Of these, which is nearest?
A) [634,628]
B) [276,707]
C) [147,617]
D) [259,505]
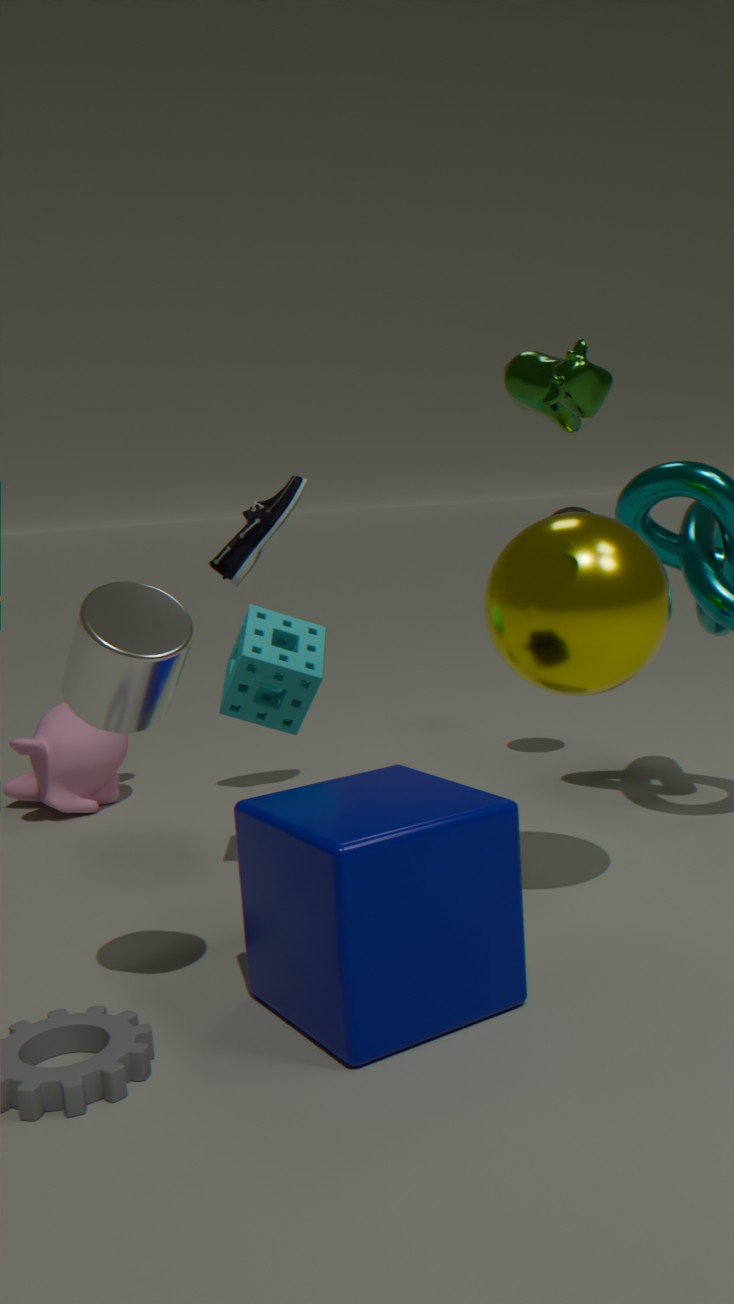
[147,617]
